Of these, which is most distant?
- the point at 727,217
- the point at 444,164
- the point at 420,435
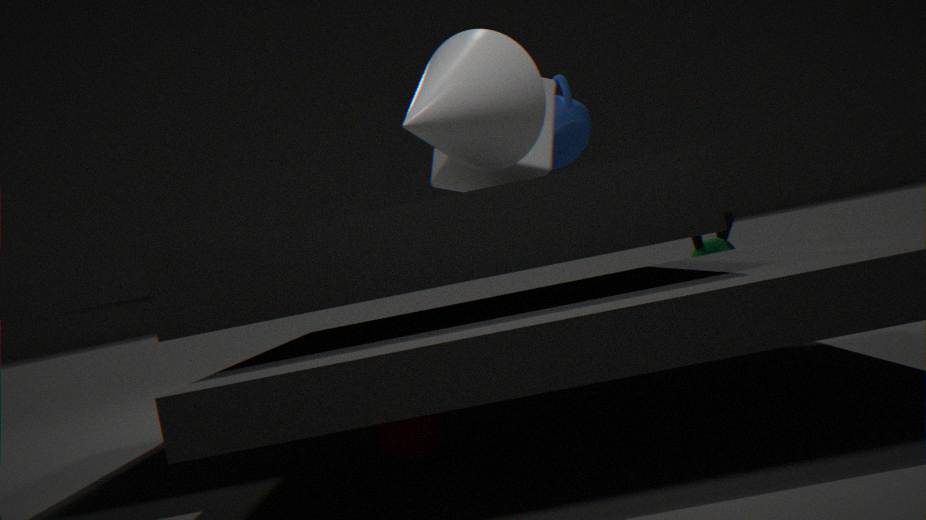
the point at 727,217
